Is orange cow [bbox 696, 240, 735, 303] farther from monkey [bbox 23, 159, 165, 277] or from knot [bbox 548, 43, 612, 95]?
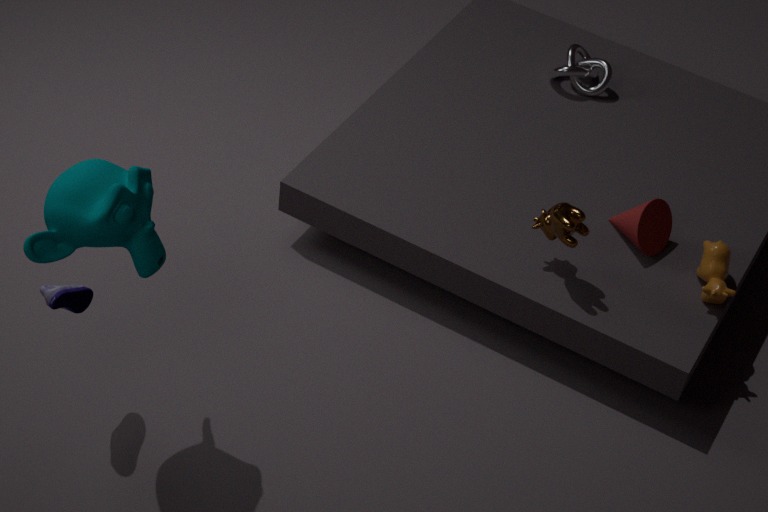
monkey [bbox 23, 159, 165, 277]
